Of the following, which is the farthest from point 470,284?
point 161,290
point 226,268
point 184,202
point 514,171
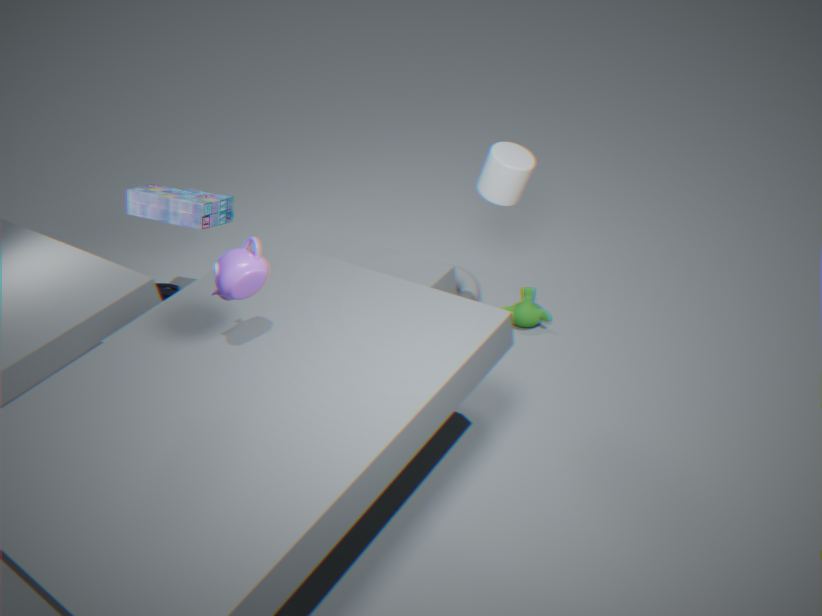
point 226,268
